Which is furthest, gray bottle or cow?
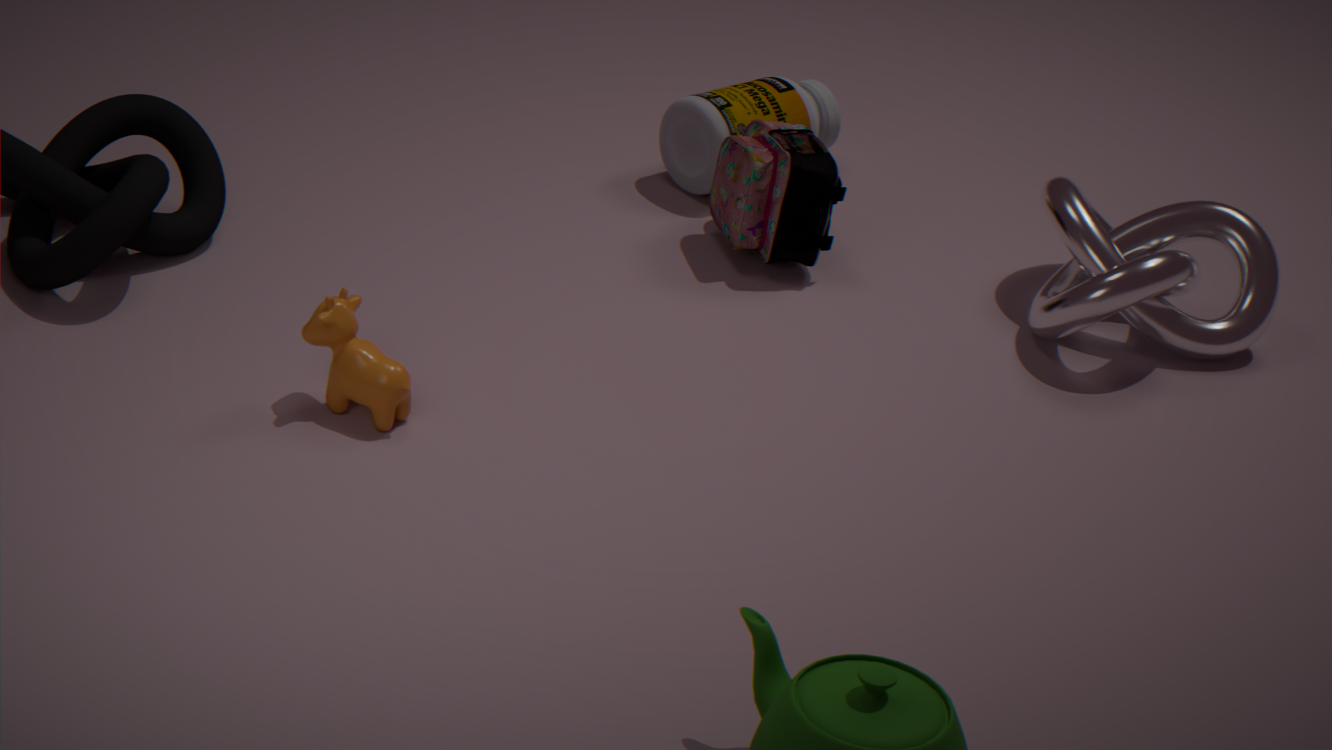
Answer: gray bottle
